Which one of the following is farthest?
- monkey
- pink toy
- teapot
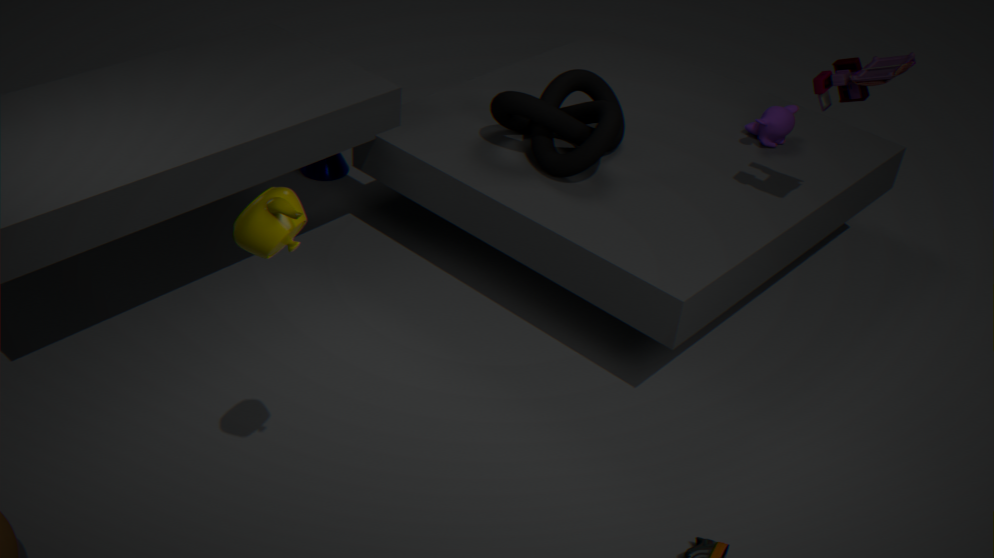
monkey
